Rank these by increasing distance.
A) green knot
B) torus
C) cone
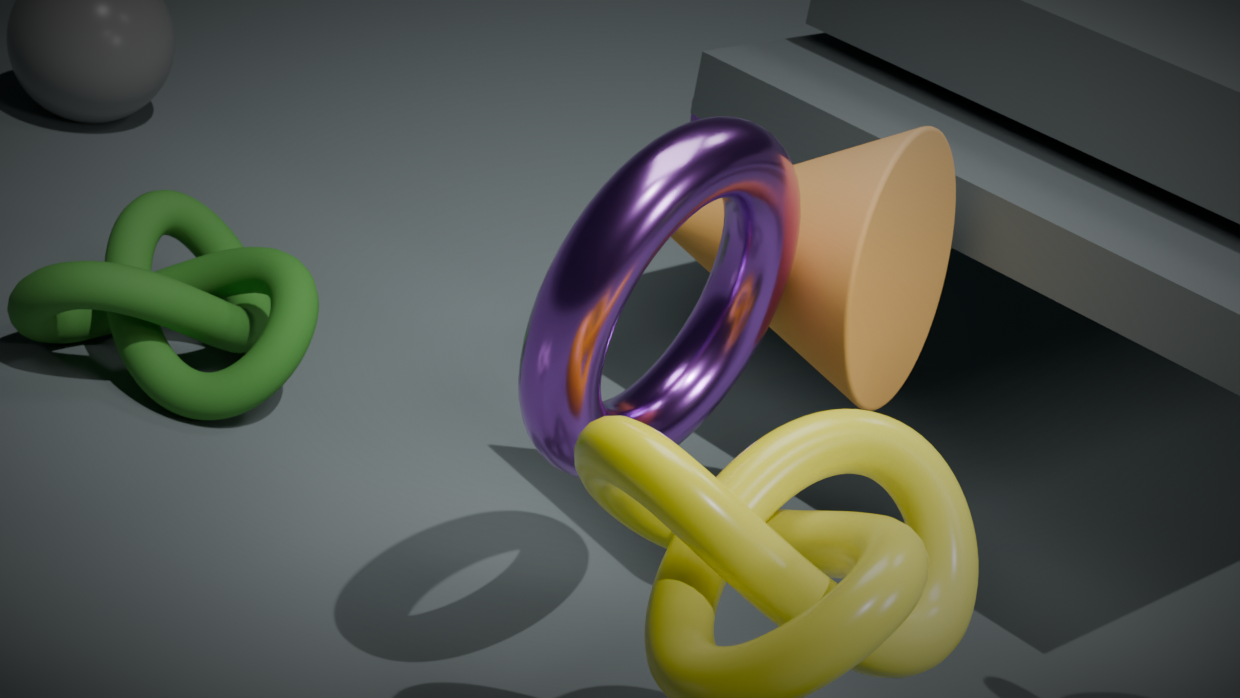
torus → cone → green knot
